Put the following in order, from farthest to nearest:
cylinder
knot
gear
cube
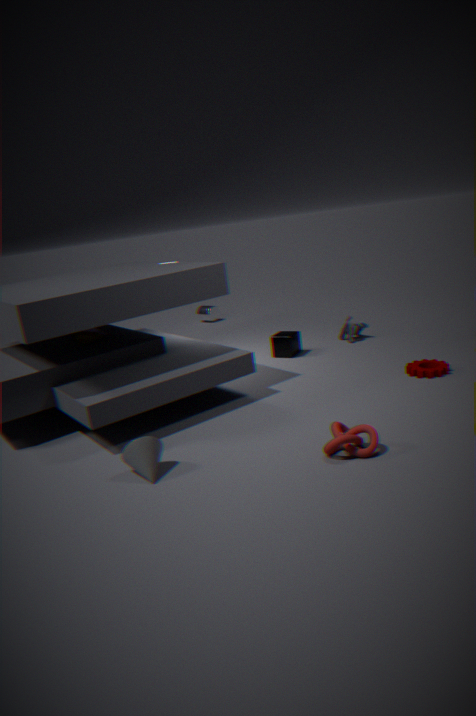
cylinder < cube < gear < knot
